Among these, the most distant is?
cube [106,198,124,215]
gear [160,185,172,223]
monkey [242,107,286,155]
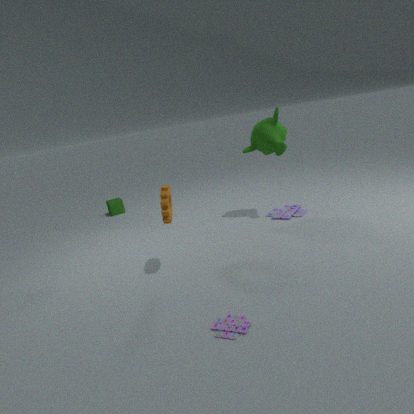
cube [106,198,124,215]
